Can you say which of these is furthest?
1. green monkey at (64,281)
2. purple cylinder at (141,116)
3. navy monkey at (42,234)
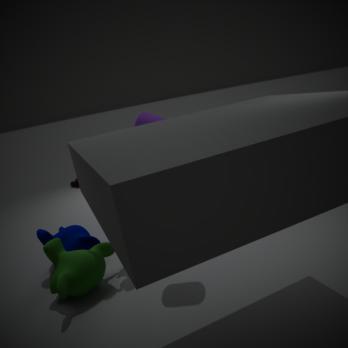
navy monkey at (42,234)
